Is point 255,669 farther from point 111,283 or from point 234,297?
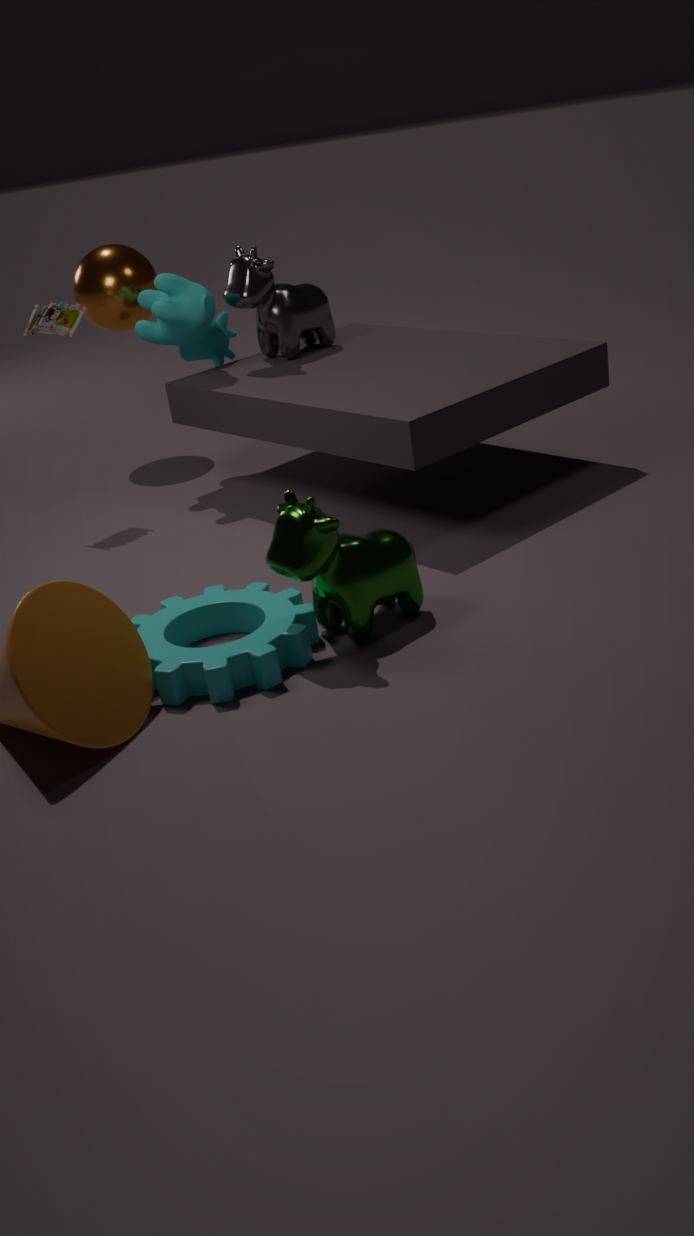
point 111,283
